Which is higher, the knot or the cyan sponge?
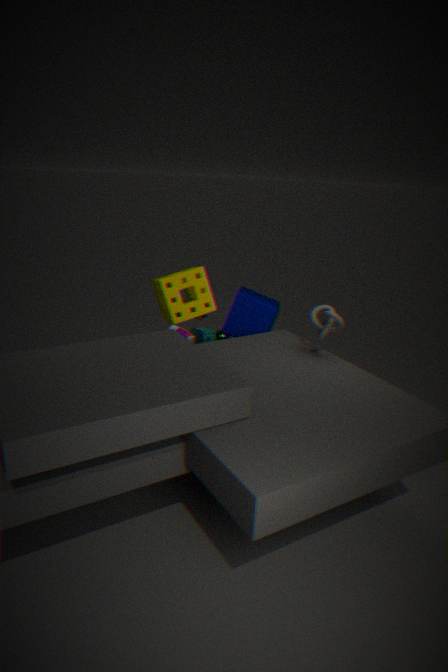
the knot
